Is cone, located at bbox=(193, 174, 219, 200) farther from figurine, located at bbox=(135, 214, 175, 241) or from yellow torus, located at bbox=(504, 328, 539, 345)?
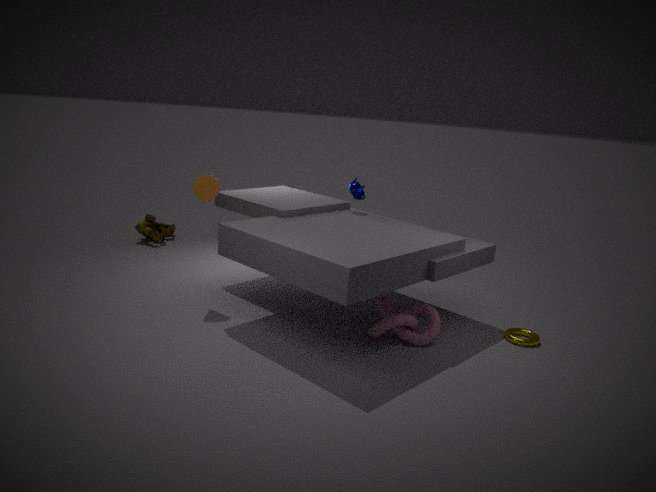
yellow torus, located at bbox=(504, 328, 539, 345)
